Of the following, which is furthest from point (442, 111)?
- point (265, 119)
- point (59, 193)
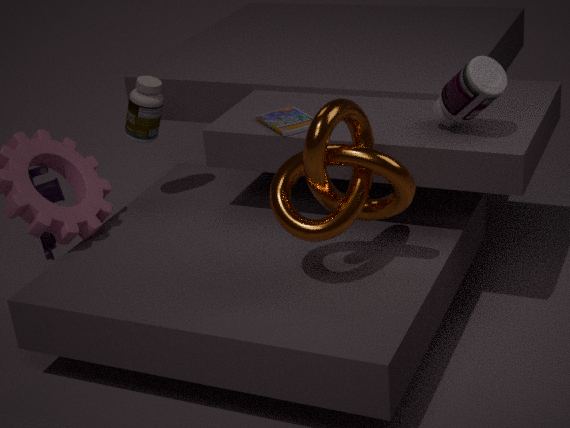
point (59, 193)
